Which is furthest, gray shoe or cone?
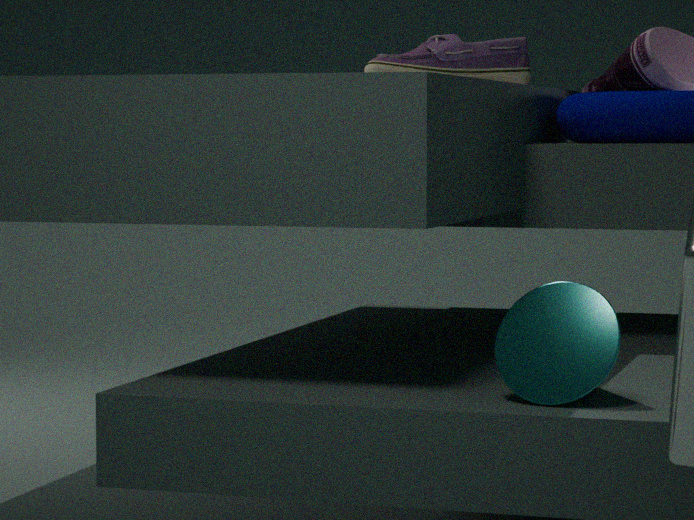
gray shoe
